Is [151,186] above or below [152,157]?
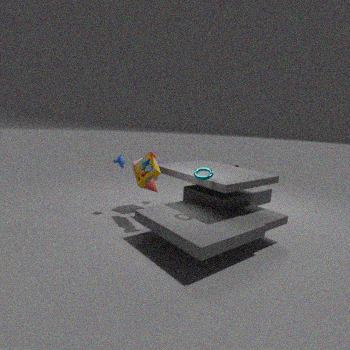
below
